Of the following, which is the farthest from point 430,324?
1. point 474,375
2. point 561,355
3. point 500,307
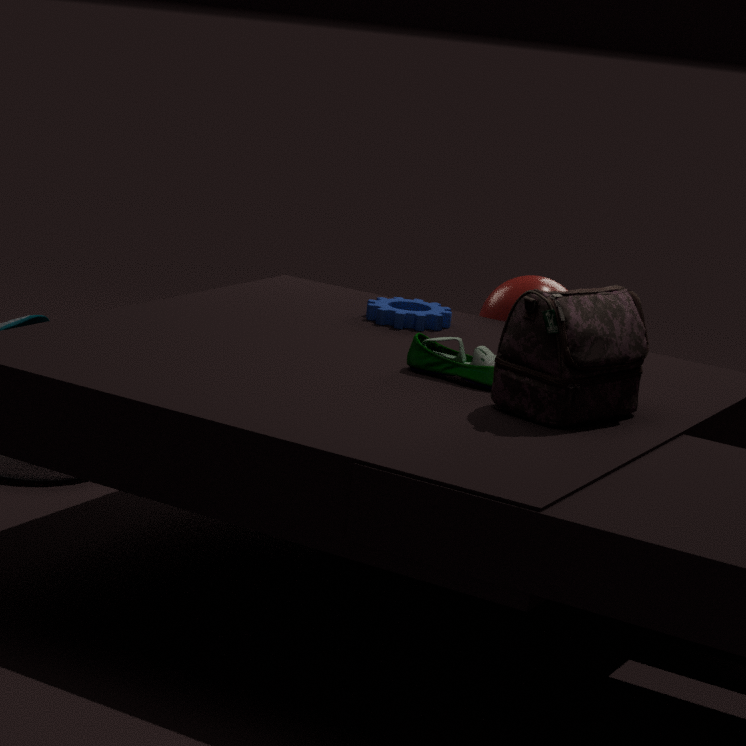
point 561,355
